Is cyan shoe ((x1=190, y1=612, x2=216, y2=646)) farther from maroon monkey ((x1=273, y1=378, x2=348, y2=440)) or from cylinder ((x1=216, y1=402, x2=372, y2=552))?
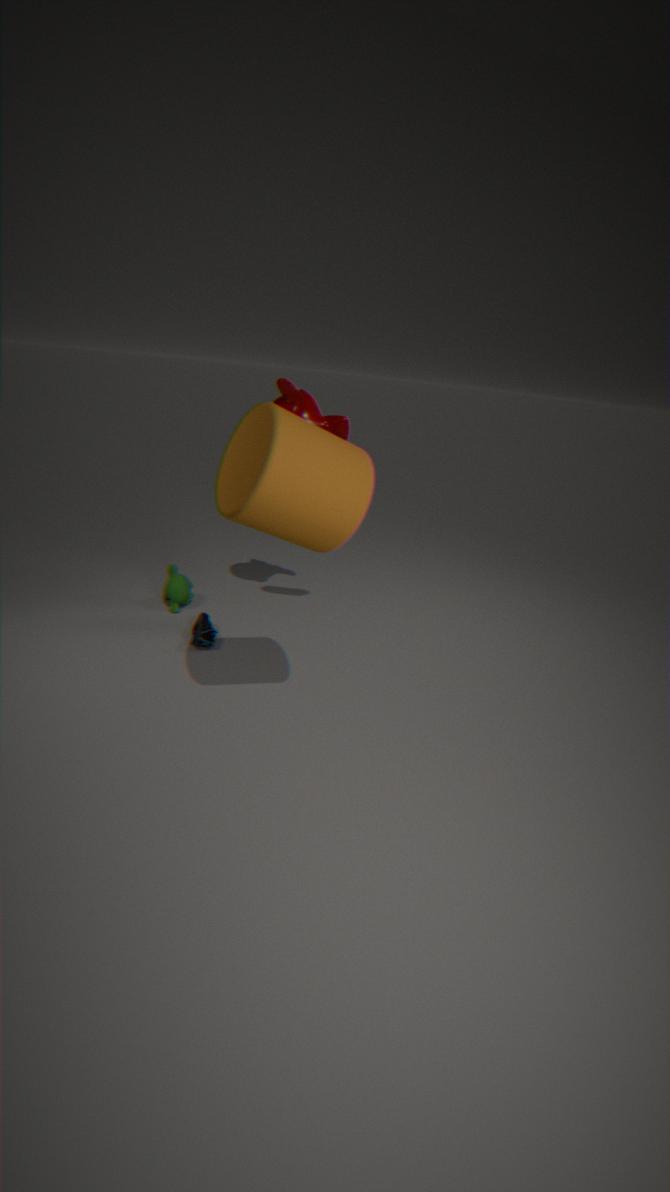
cylinder ((x1=216, y1=402, x2=372, y2=552))
